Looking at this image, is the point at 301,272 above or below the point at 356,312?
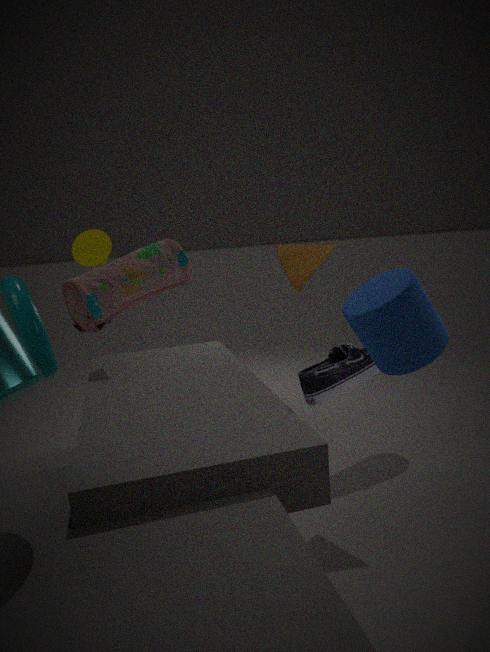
above
